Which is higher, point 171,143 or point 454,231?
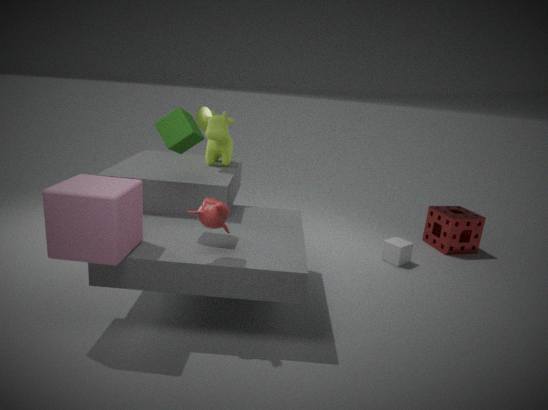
point 171,143
